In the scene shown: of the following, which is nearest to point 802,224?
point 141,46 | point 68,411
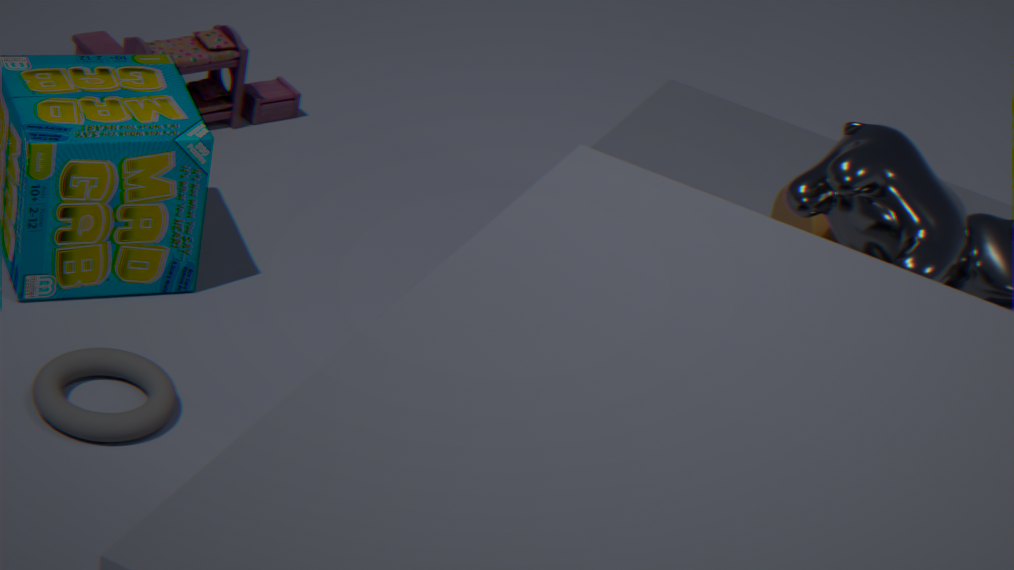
point 68,411
